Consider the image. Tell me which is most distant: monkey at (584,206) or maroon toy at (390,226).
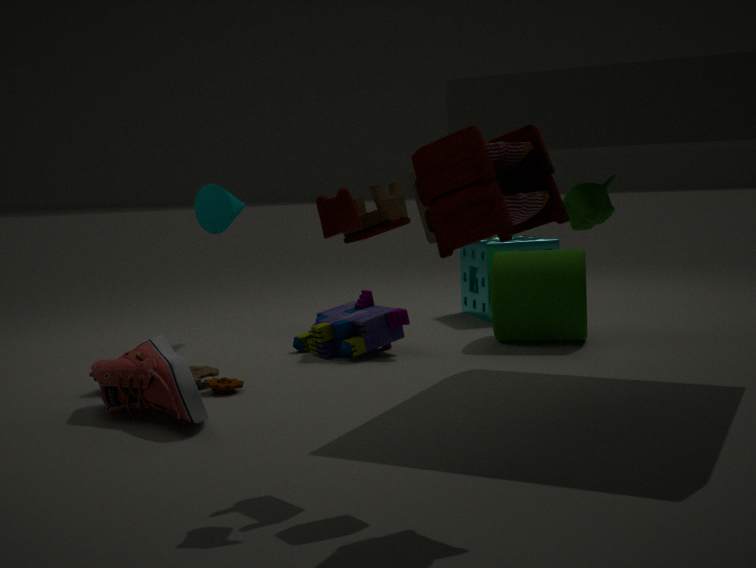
monkey at (584,206)
